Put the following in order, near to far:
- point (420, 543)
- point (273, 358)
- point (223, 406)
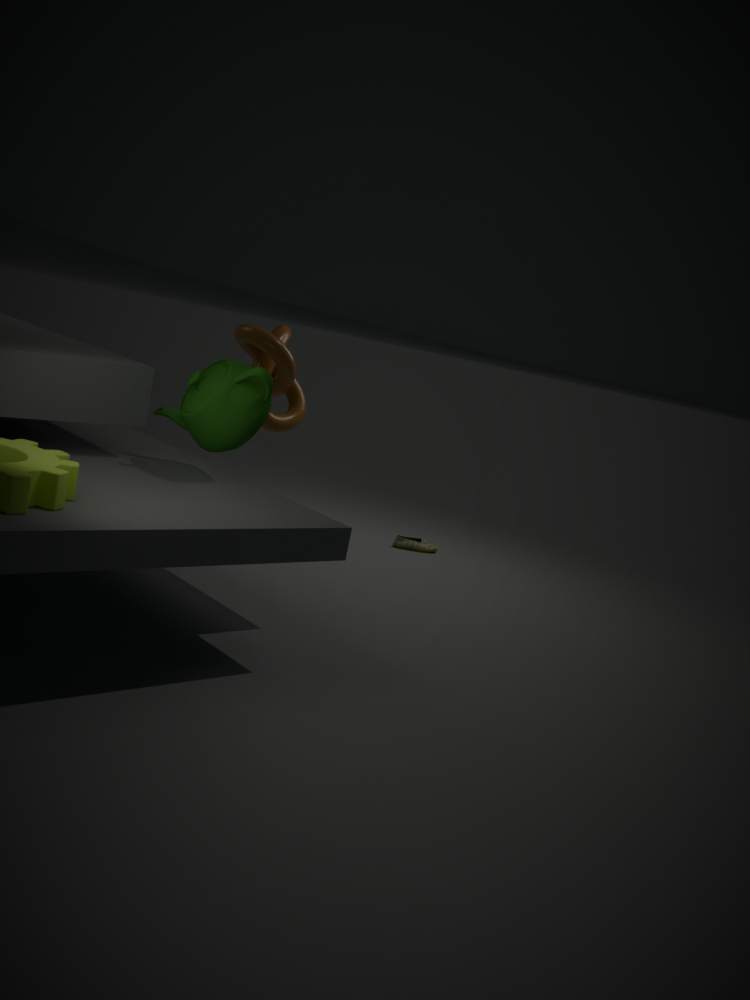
1. point (223, 406)
2. point (273, 358)
3. point (420, 543)
